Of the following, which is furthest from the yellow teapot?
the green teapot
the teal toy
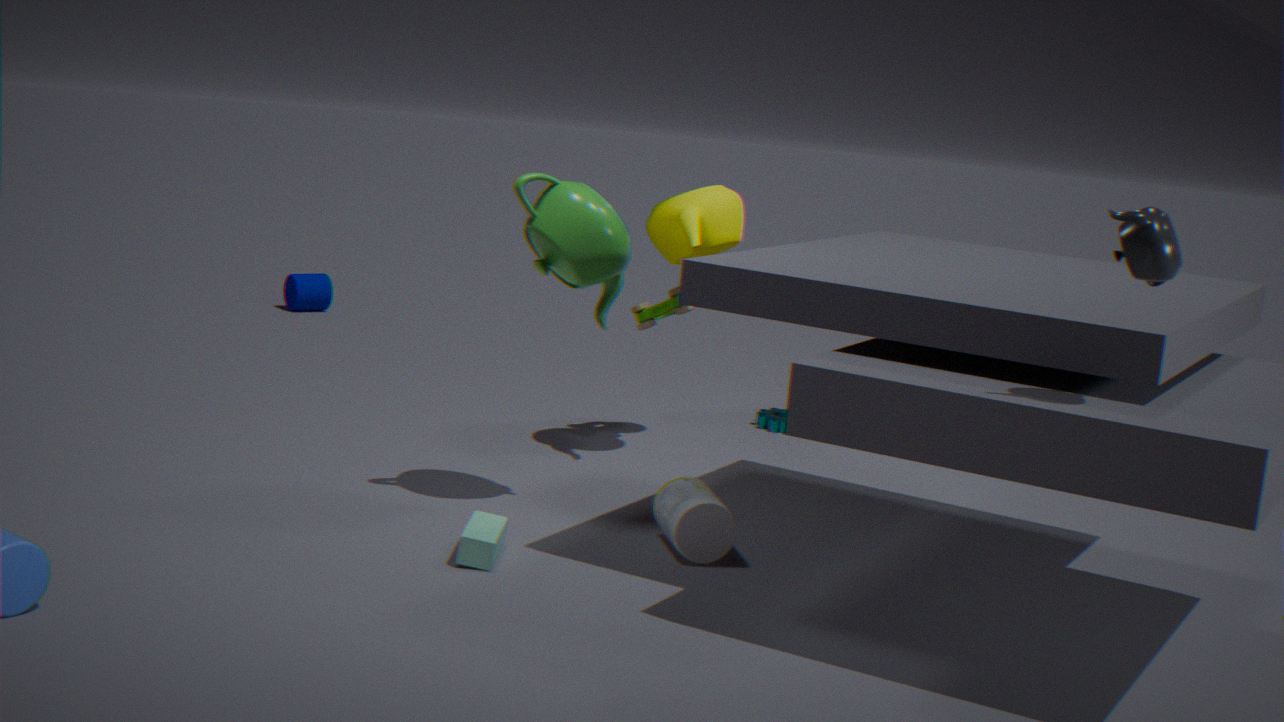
the teal toy
